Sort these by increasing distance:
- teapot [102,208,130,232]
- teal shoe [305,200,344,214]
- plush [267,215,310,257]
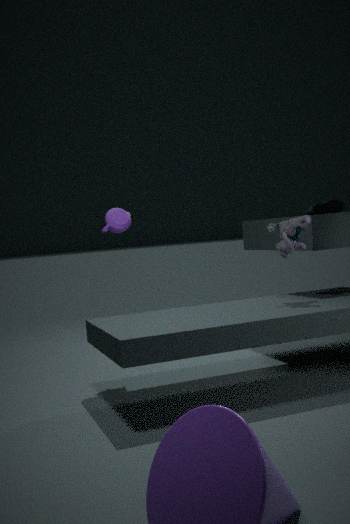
plush [267,215,310,257] < teapot [102,208,130,232] < teal shoe [305,200,344,214]
